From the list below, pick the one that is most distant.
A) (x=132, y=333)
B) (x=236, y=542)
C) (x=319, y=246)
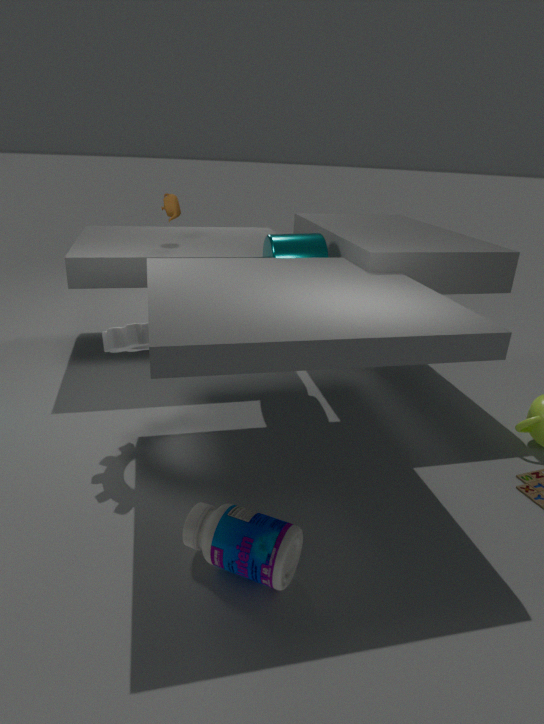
(x=319, y=246)
